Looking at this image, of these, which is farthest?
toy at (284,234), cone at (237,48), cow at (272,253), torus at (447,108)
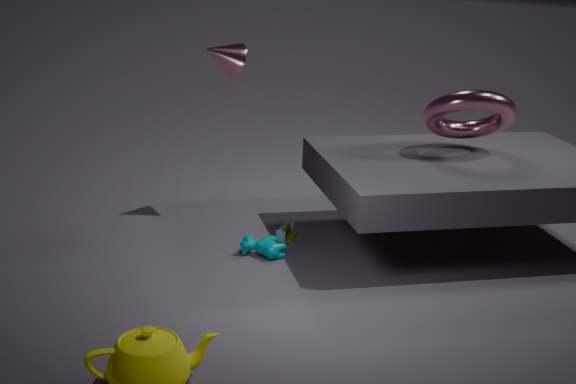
toy at (284,234)
